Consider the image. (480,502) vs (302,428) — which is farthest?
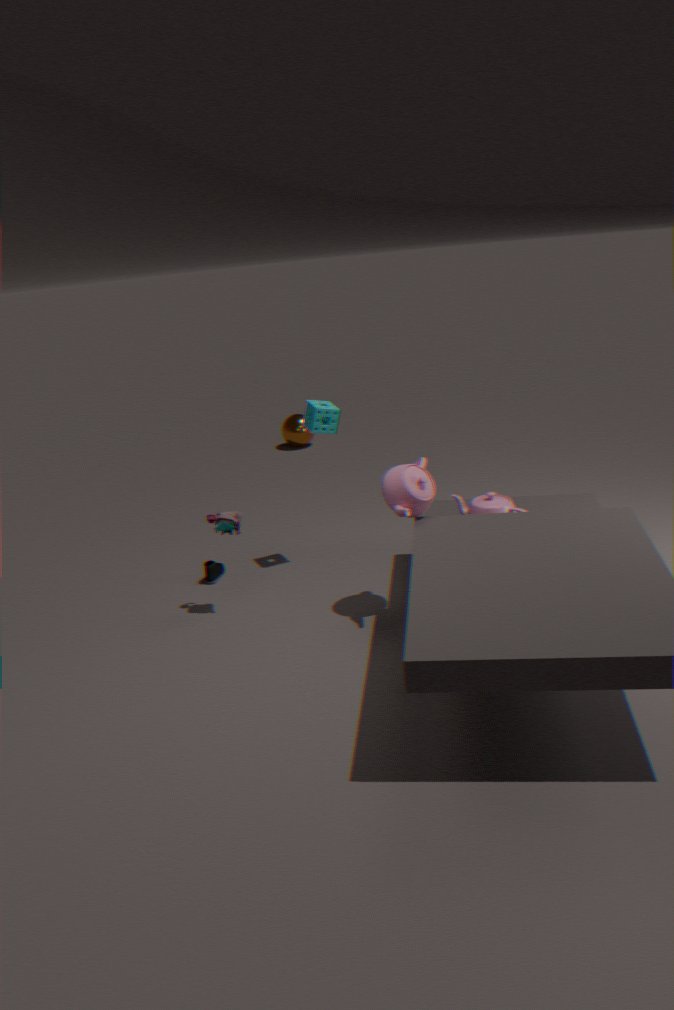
(302,428)
